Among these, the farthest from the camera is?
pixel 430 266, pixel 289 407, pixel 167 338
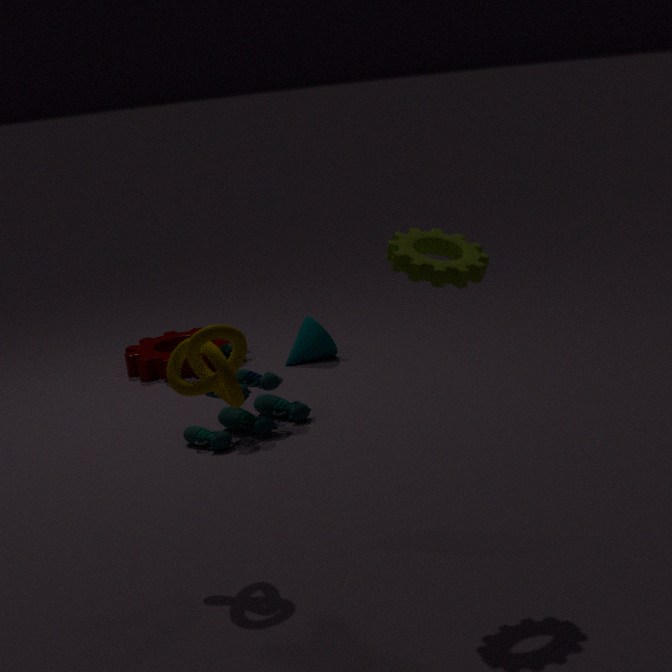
pixel 167 338
